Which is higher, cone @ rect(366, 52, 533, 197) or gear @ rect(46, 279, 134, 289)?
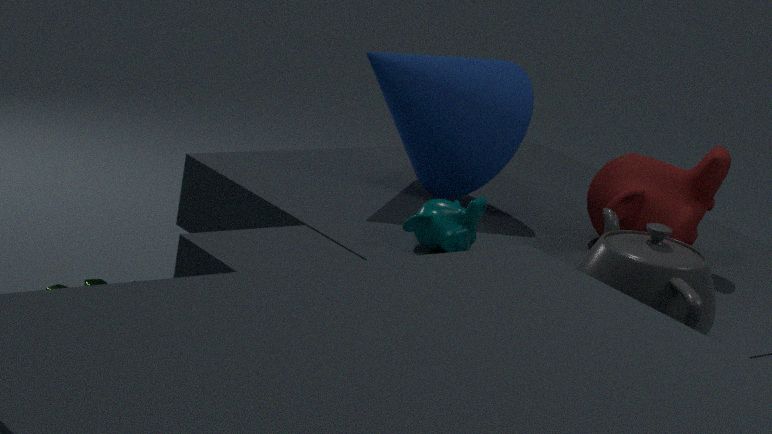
cone @ rect(366, 52, 533, 197)
